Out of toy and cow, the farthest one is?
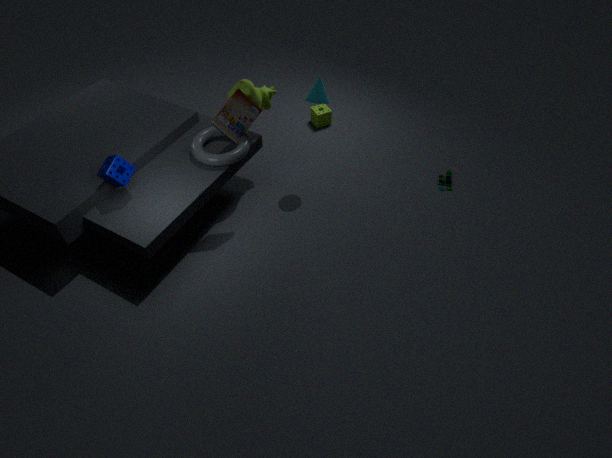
toy
